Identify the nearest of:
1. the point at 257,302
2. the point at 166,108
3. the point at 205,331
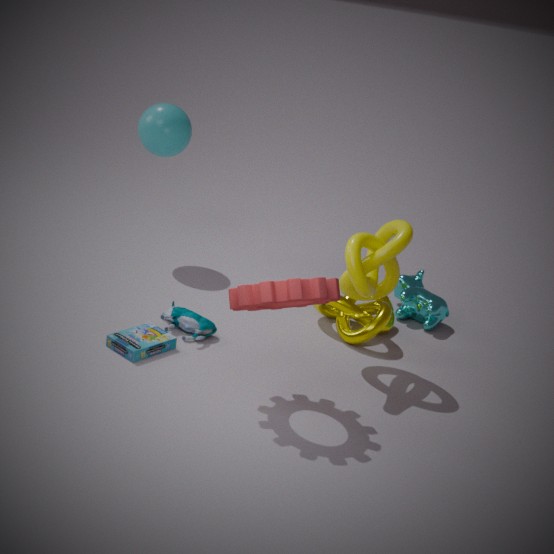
the point at 257,302
